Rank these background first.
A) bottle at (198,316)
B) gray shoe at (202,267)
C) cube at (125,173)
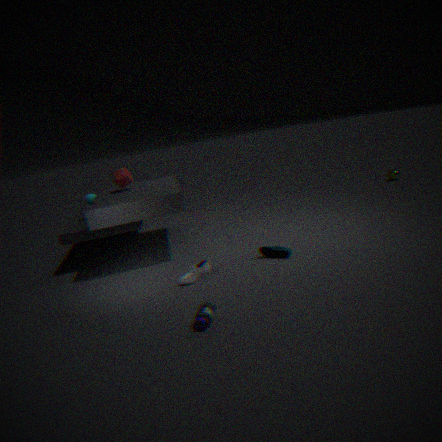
cube at (125,173)
gray shoe at (202,267)
bottle at (198,316)
